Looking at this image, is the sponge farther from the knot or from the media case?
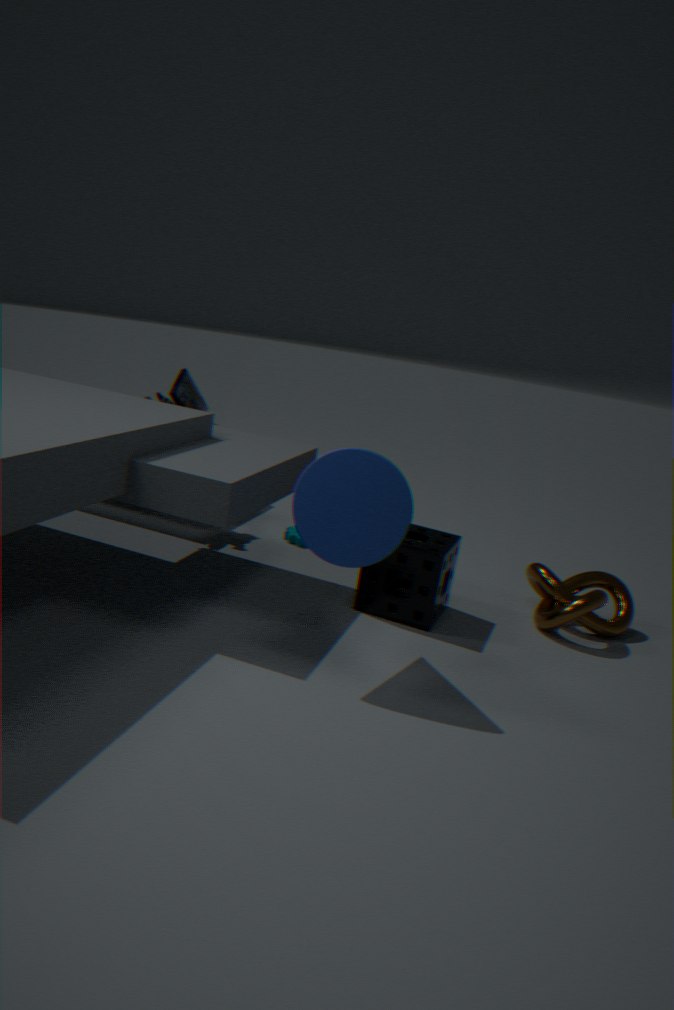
the media case
